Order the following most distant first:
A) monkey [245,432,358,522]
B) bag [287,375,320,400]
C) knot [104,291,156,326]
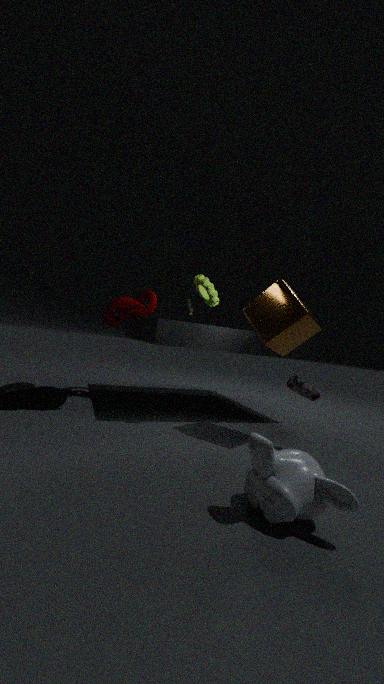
knot [104,291,156,326]
bag [287,375,320,400]
monkey [245,432,358,522]
